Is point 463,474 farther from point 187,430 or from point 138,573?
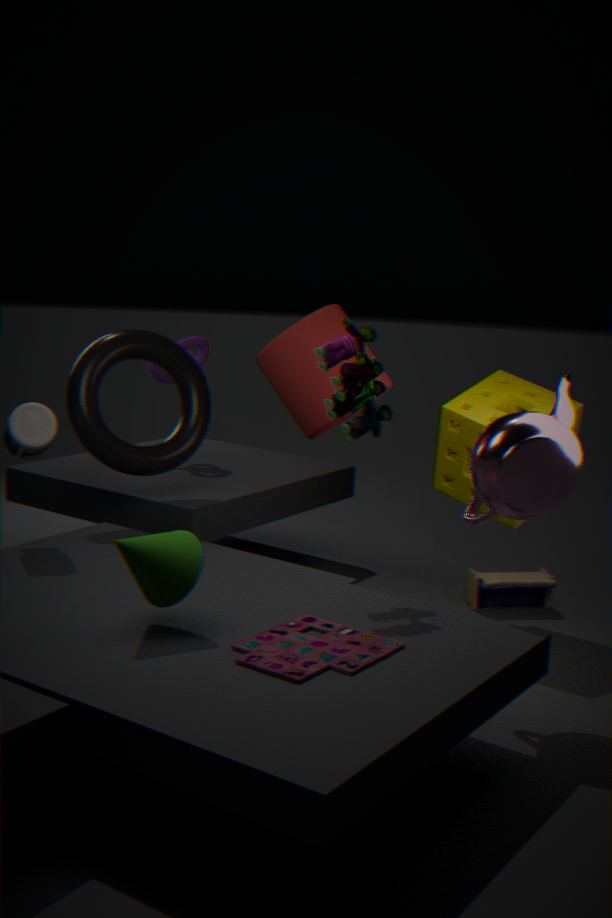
point 138,573
